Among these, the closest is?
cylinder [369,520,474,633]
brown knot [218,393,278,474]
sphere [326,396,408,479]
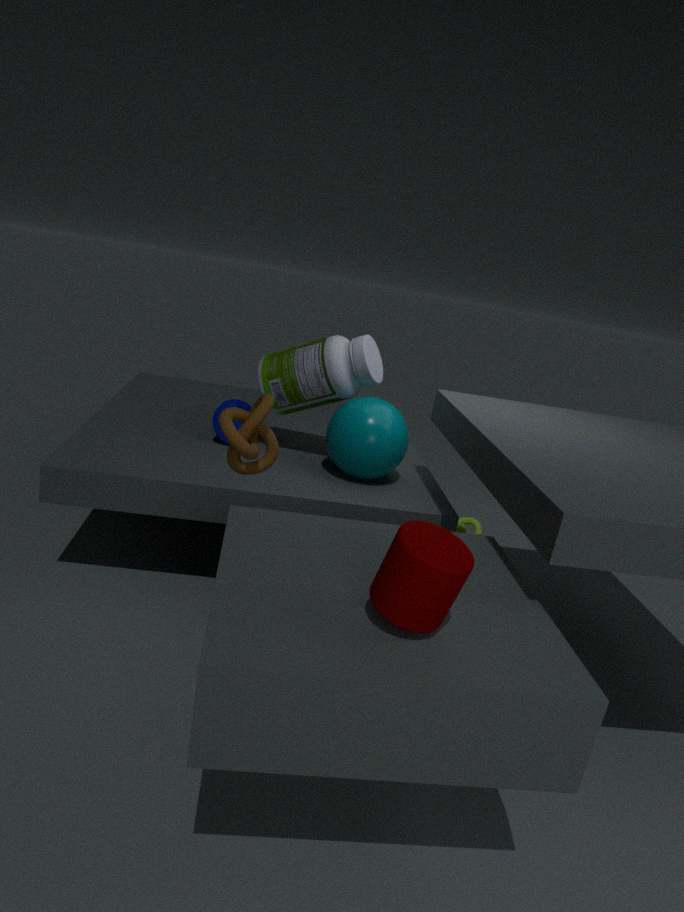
cylinder [369,520,474,633]
